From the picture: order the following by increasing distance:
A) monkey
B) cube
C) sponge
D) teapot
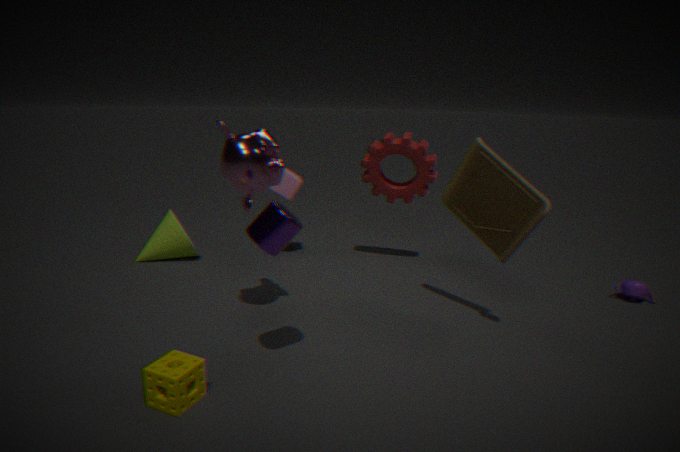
sponge → monkey → teapot → cube
